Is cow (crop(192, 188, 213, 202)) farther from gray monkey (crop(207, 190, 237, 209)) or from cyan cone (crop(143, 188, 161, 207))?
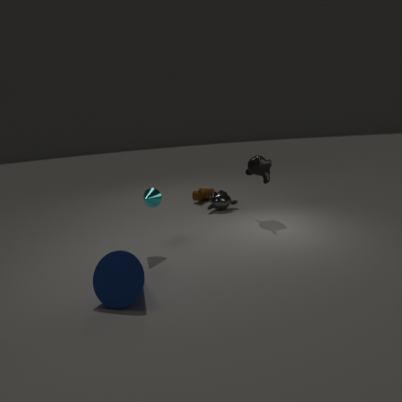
cyan cone (crop(143, 188, 161, 207))
